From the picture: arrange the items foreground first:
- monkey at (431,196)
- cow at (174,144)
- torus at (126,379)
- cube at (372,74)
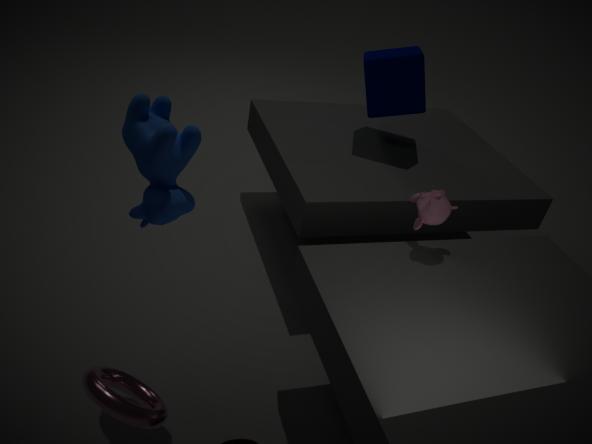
torus at (126,379)
cow at (174,144)
monkey at (431,196)
cube at (372,74)
